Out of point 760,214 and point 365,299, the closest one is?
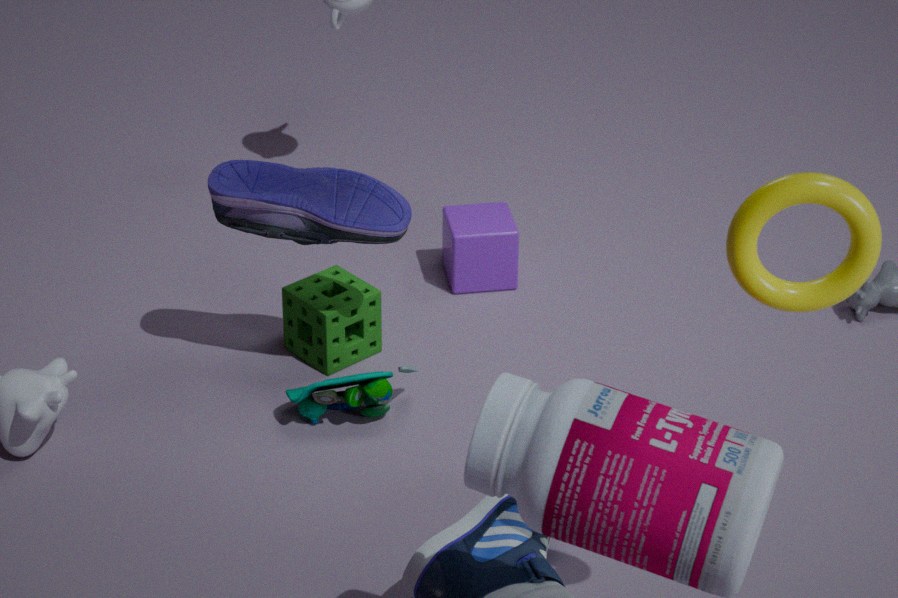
point 760,214
